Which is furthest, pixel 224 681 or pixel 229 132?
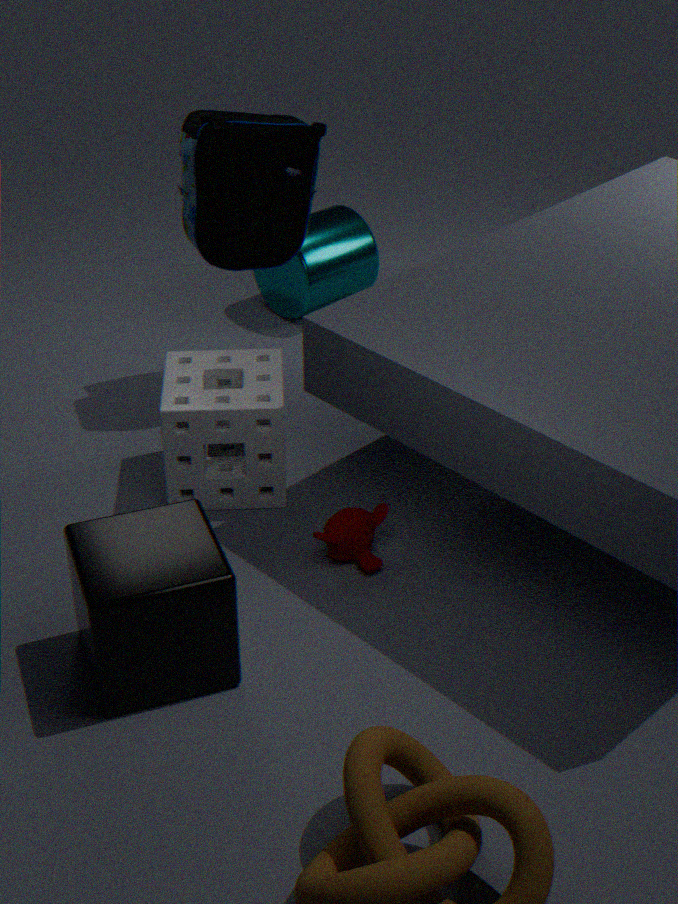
pixel 229 132
